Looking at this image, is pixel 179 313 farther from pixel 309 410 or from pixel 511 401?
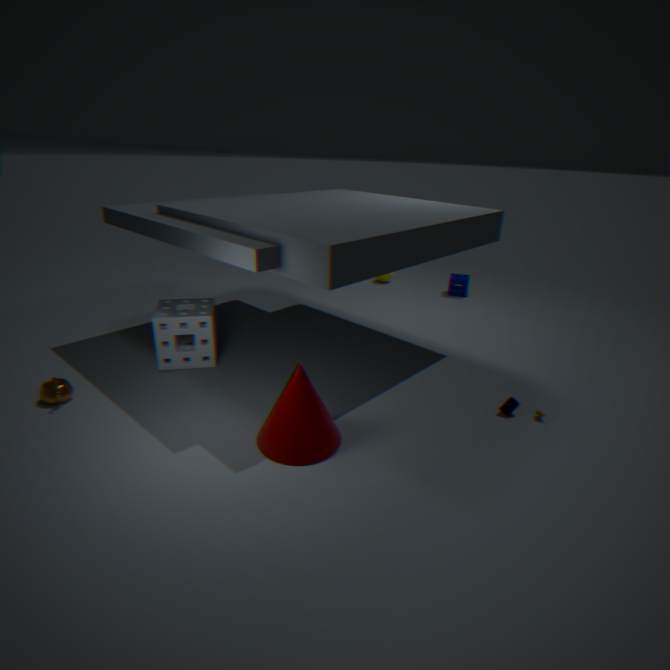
pixel 511 401
